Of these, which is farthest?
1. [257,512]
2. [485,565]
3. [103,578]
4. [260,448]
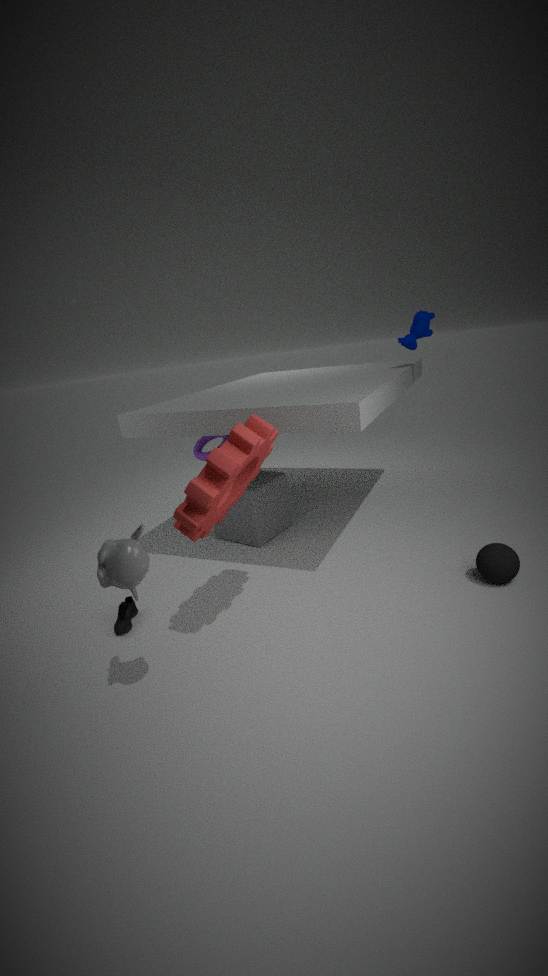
[257,512]
